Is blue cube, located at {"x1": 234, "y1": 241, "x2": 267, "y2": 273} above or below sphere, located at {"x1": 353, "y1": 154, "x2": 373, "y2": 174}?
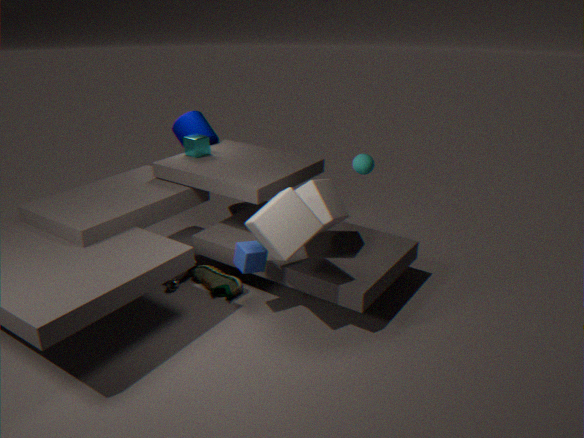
below
